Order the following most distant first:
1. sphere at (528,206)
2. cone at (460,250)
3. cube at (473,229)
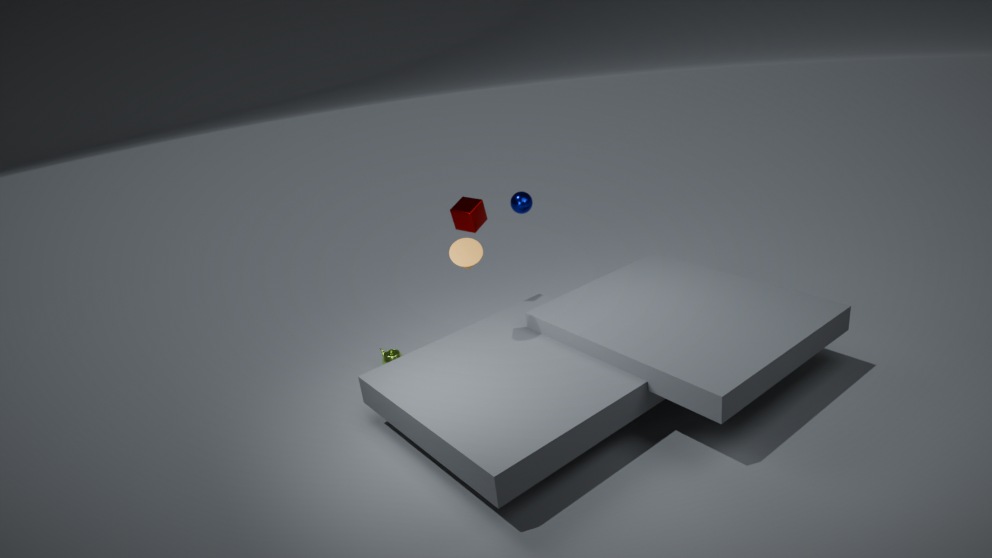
1. sphere at (528,206)
2. cube at (473,229)
3. cone at (460,250)
